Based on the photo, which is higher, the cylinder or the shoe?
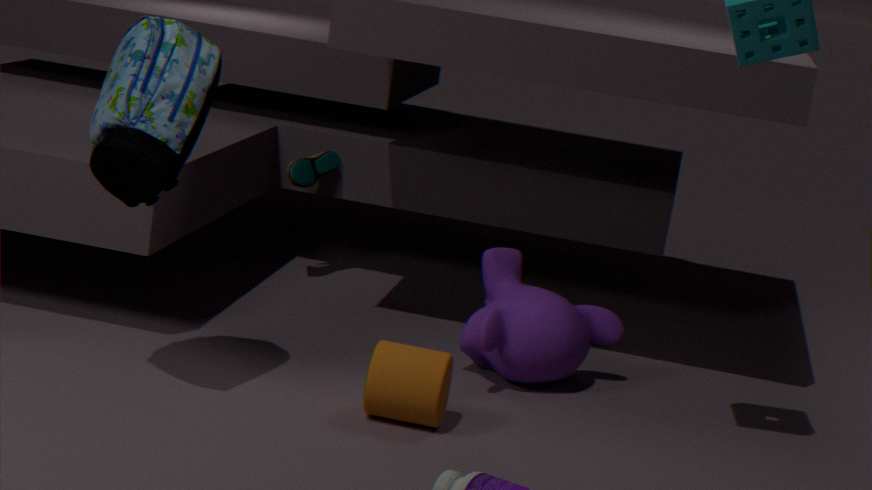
the shoe
